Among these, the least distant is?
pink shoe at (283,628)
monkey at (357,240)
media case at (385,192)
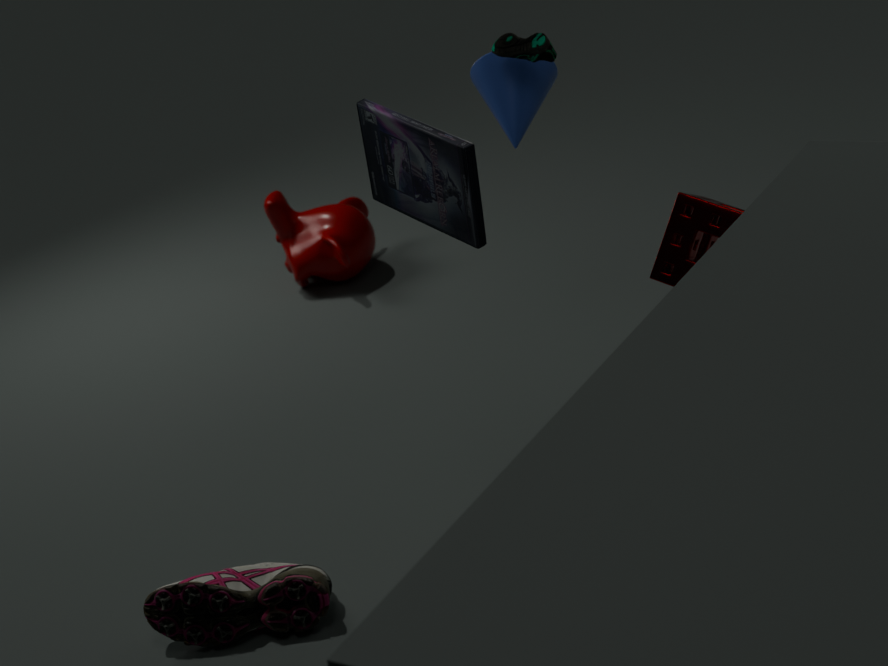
media case at (385,192)
